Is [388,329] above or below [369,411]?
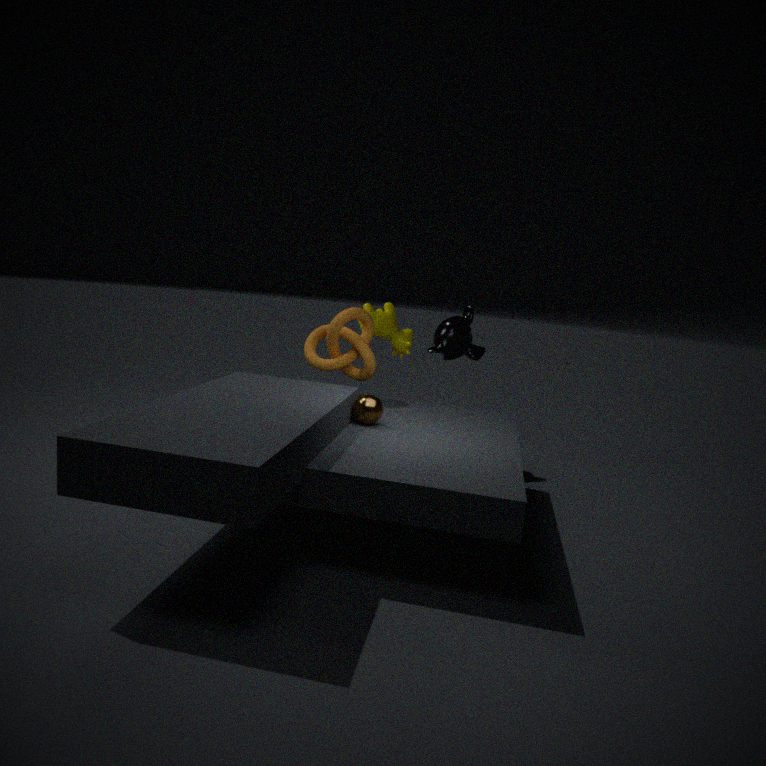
above
